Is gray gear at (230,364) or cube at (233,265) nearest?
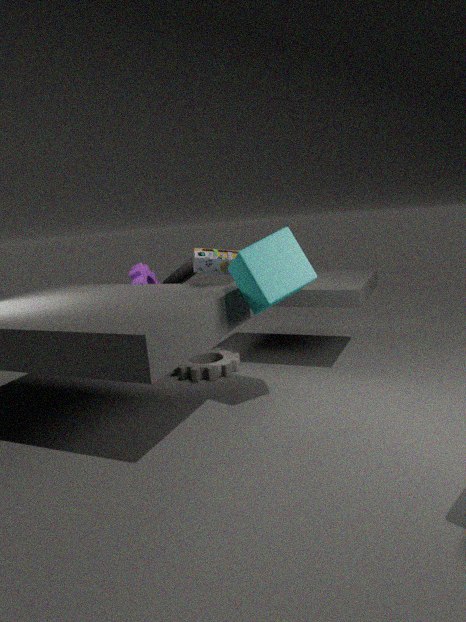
cube at (233,265)
